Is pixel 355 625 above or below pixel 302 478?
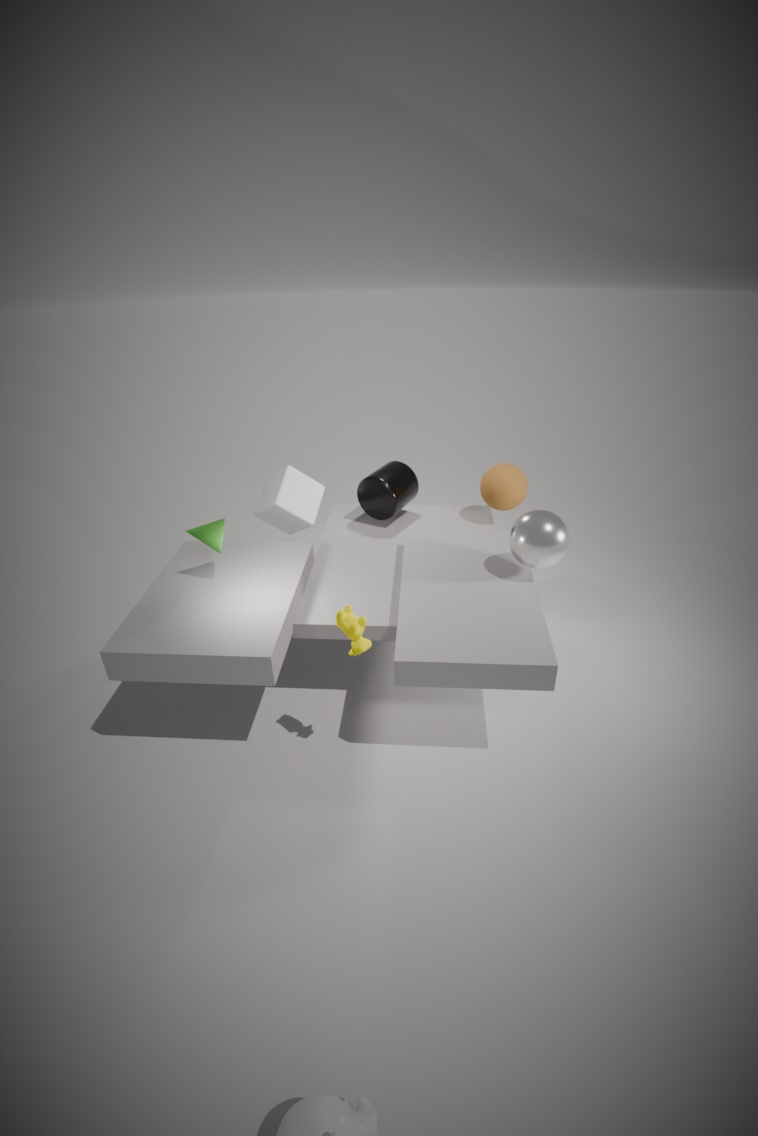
above
